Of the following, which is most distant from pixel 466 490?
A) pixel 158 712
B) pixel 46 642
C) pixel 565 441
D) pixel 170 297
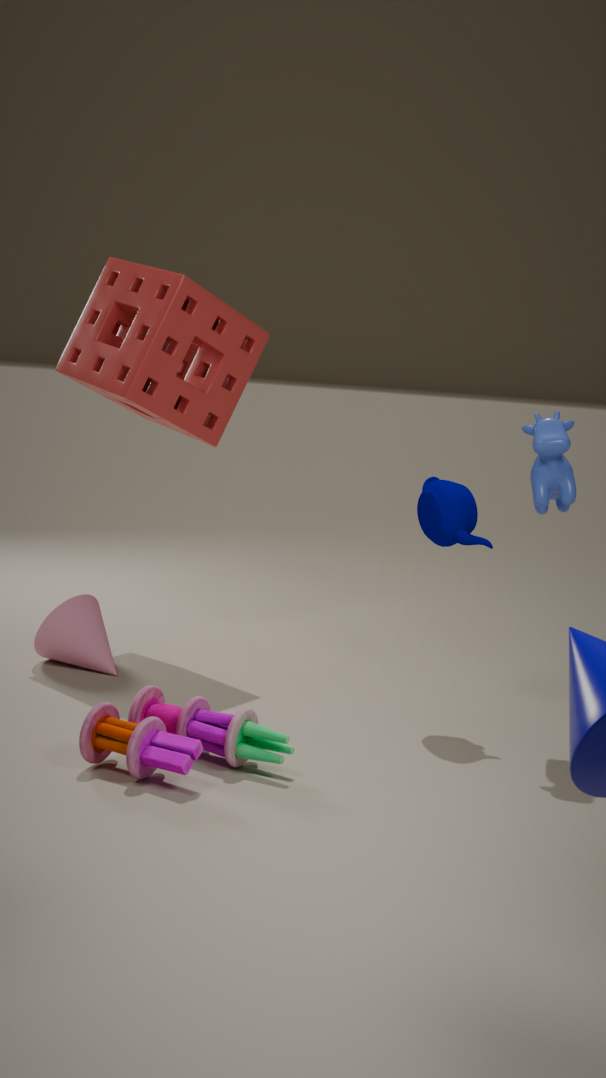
pixel 46 642
